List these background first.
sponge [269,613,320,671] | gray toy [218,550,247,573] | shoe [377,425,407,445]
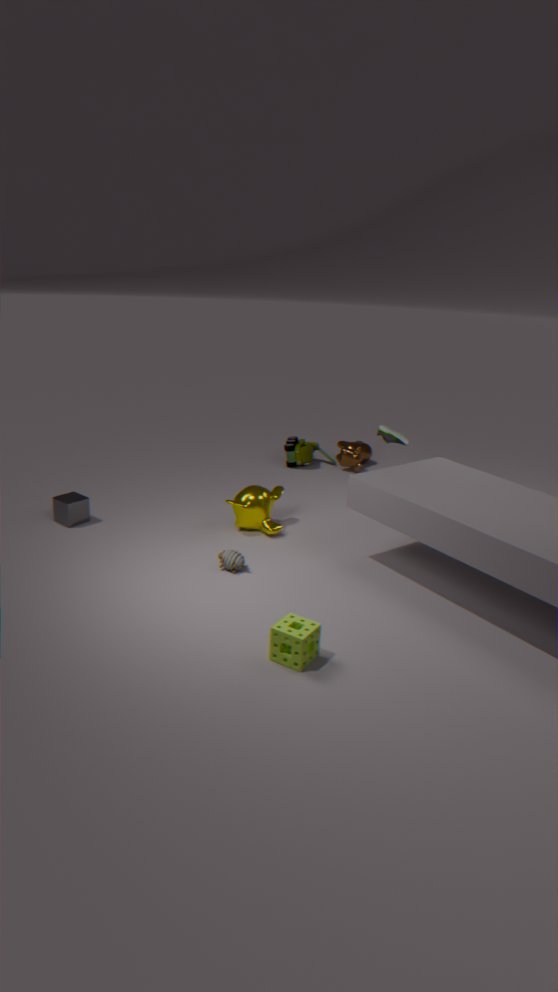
1. shoe [377,425,407,445]
2. gray toy [218,550,247,573]
3. sponge [269,613,320,671]
